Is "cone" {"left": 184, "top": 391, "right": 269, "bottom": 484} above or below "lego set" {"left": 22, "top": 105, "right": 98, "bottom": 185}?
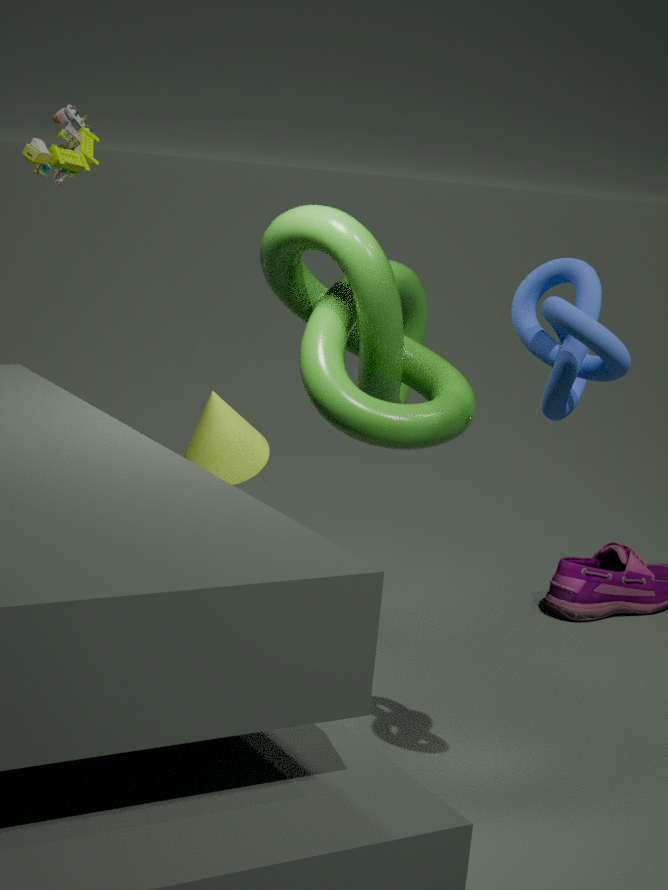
below
